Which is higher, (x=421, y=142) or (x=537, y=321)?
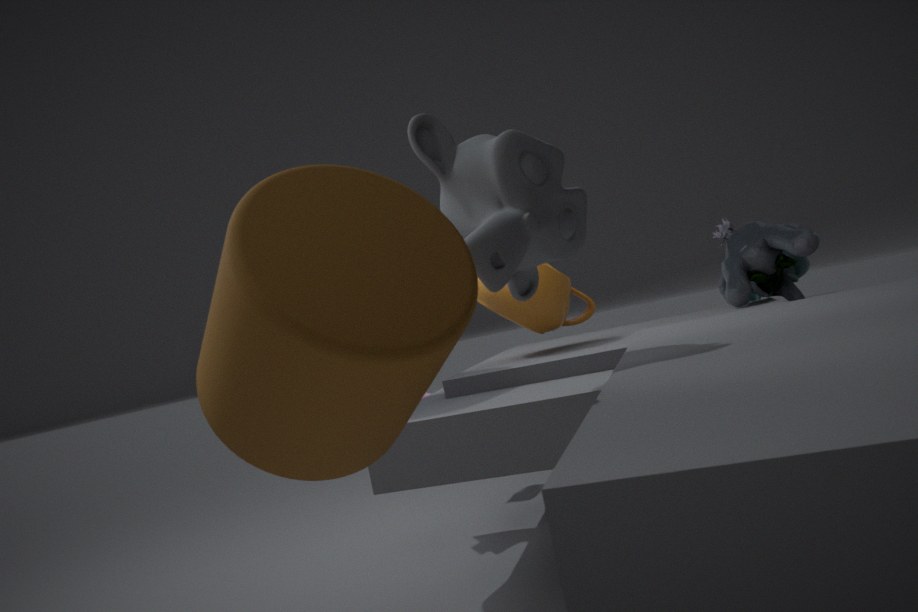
(x=421, y=142)
